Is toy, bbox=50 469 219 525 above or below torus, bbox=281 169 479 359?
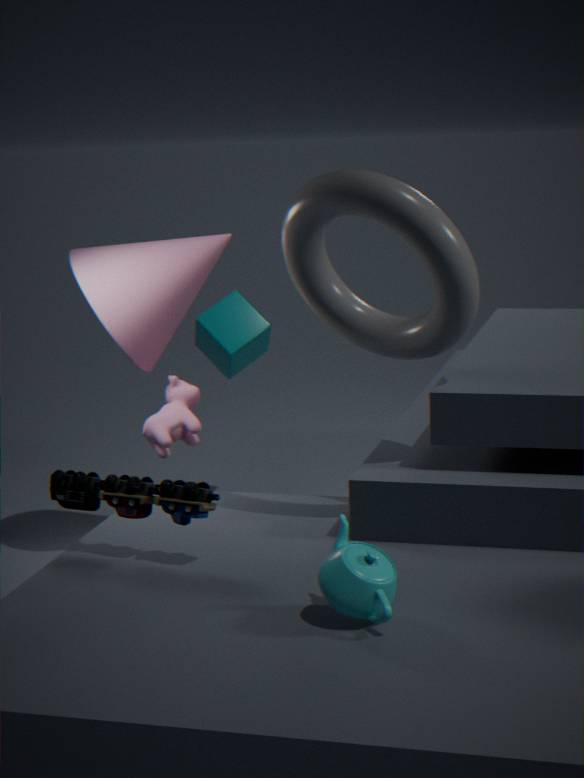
below
